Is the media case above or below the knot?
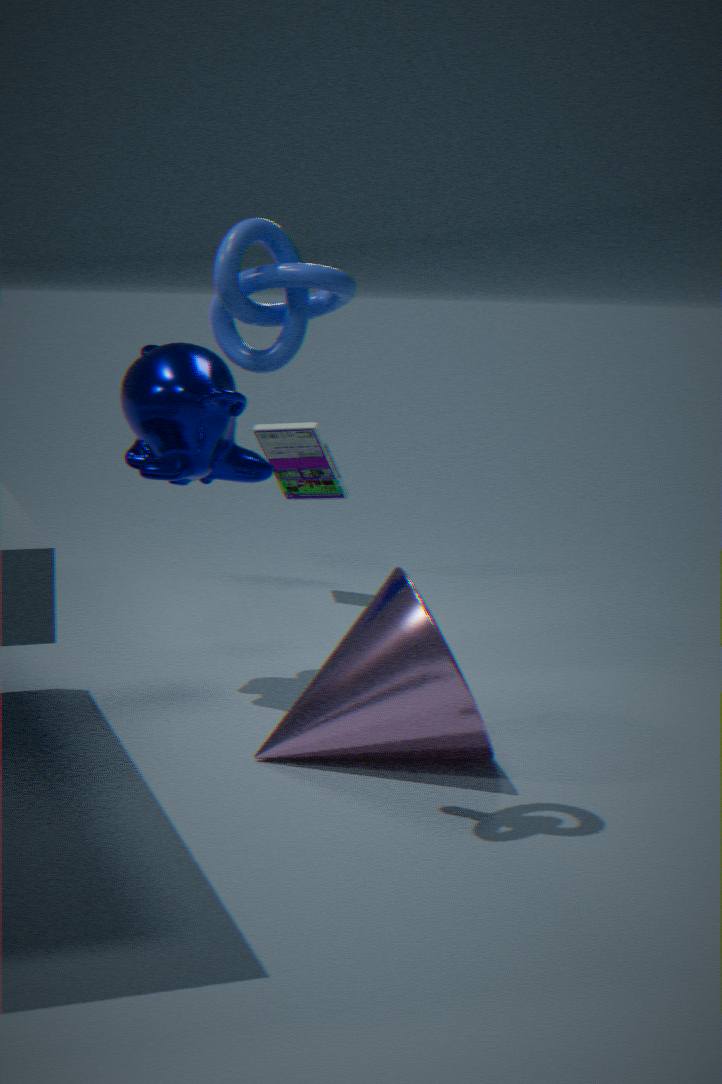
below
